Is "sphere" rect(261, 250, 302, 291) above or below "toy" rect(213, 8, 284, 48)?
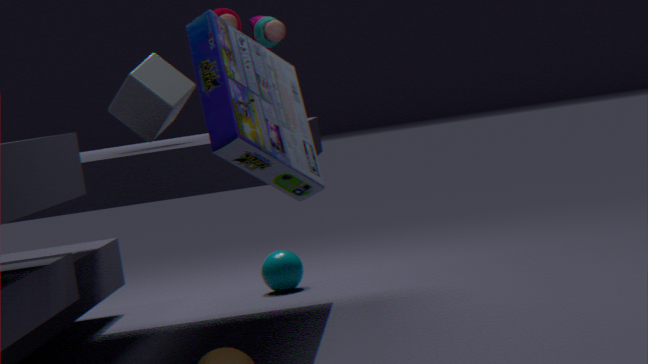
below
